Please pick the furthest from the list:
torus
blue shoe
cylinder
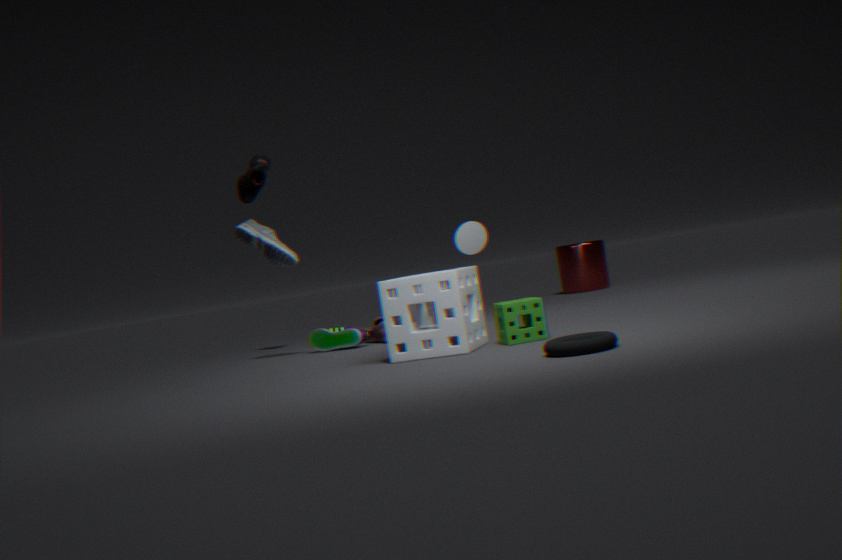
cylinder
